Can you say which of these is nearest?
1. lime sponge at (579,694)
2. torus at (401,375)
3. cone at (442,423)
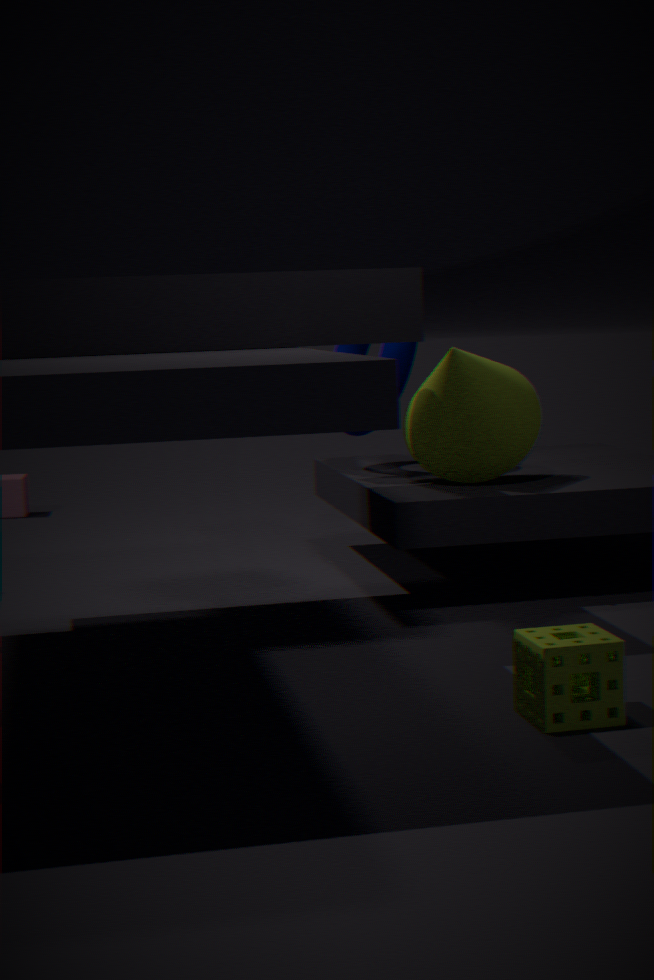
lime sponge at (579,694)
